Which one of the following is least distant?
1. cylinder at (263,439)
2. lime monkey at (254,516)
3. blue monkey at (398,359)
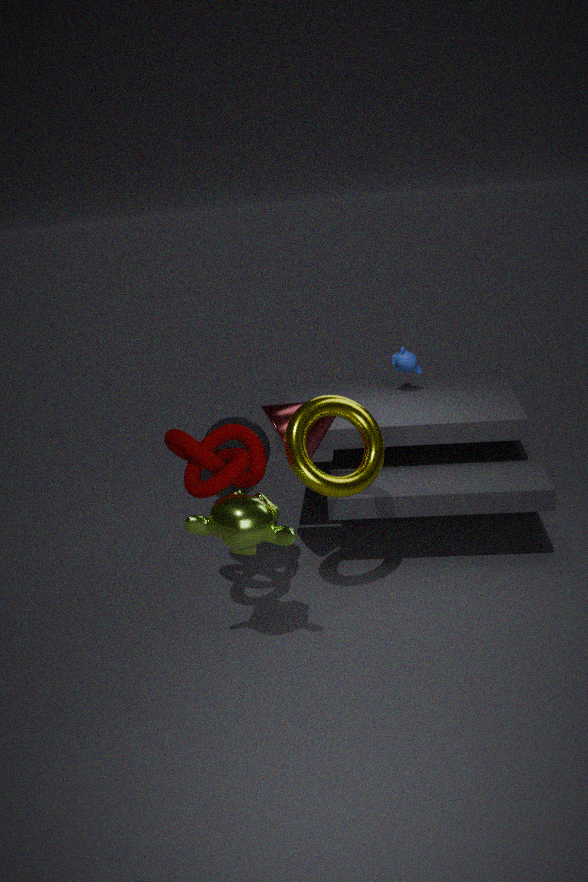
lime monkey at (254,516)
